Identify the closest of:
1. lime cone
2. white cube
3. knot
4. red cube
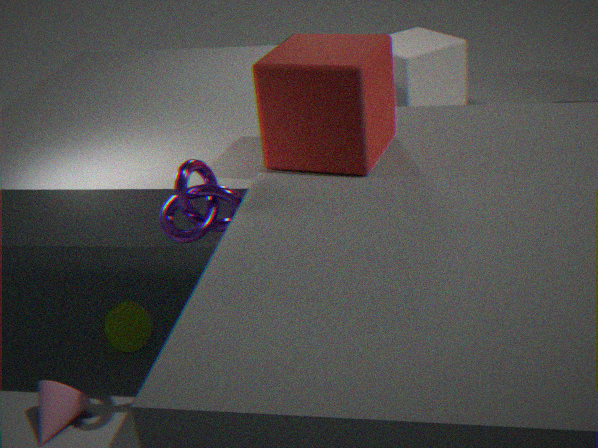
red cube
